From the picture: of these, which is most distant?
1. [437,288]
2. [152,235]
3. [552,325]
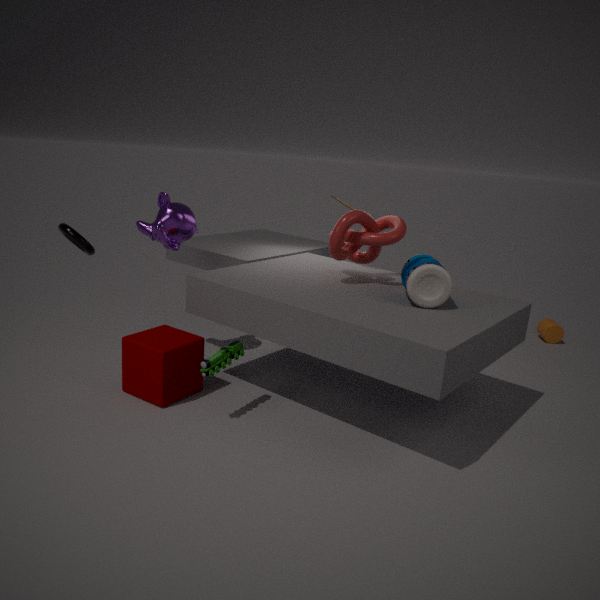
[552,325]
